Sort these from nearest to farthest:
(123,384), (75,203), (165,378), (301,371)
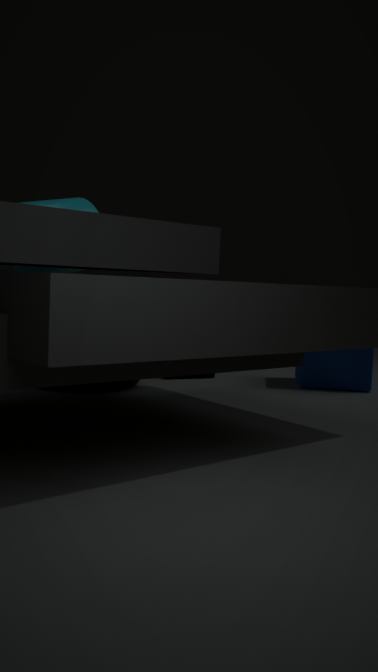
(123,384)
(75,203)
(301,371)
(165,378)
